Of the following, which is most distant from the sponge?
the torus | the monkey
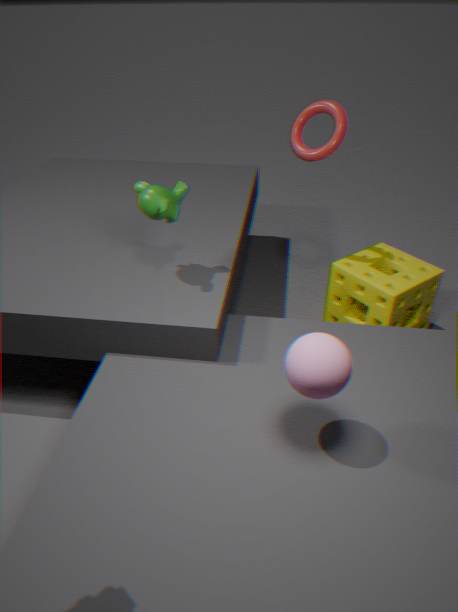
the monkey
